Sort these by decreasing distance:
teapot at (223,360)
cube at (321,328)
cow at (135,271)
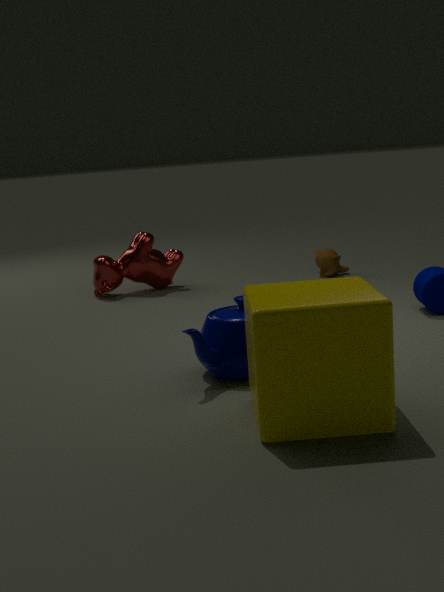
cow at (135,271), teapot at (223,360), cube at (321,328)
